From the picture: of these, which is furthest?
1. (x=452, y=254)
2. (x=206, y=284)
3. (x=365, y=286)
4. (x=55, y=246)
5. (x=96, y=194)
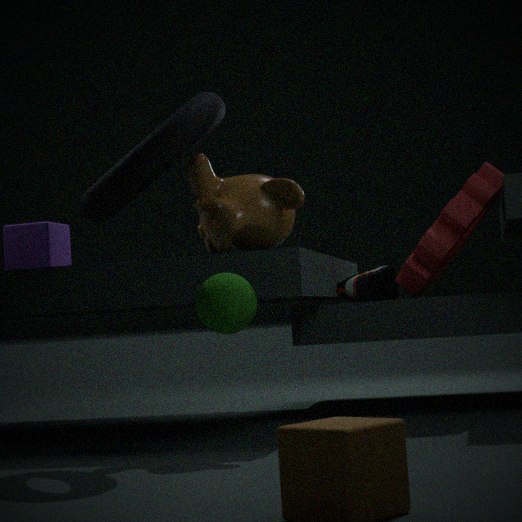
(x=452, y=254)
